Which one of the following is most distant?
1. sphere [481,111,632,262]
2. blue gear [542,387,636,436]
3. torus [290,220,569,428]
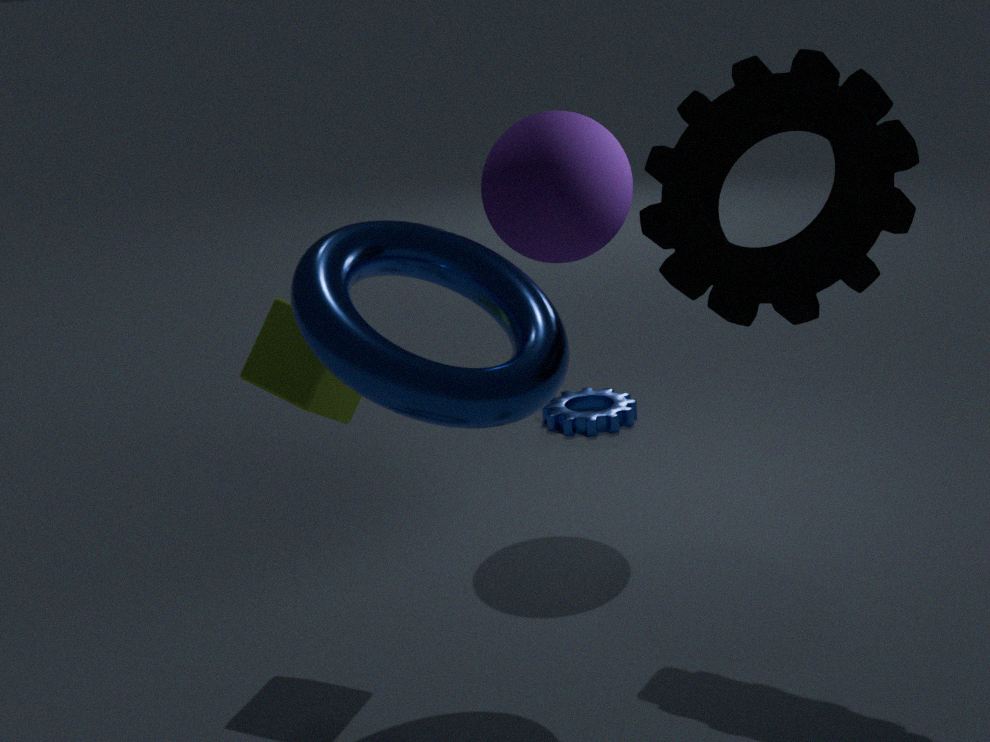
blue gear [542,387,636,436]
